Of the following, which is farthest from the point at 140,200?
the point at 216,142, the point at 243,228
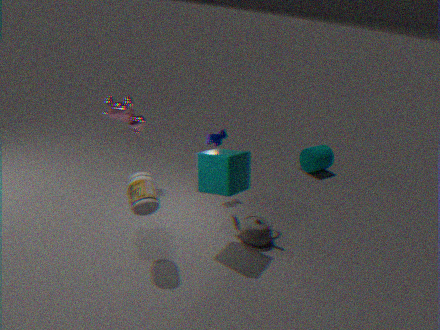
the point at 216,142
